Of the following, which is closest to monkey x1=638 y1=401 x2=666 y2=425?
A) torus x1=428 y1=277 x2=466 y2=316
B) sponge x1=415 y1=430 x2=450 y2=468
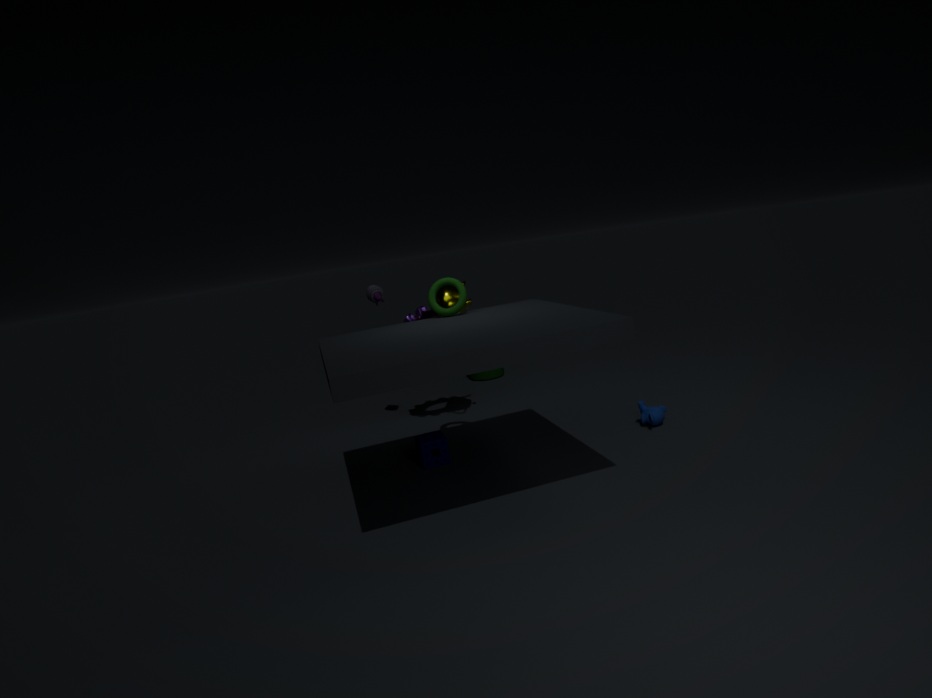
sponge x1=415 y1=430 x2=450 y2=468
